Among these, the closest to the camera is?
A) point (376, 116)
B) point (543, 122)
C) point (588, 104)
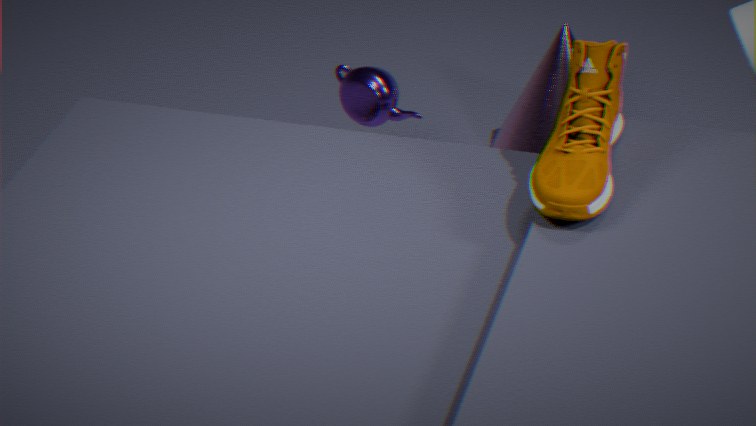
point (588, 104)
